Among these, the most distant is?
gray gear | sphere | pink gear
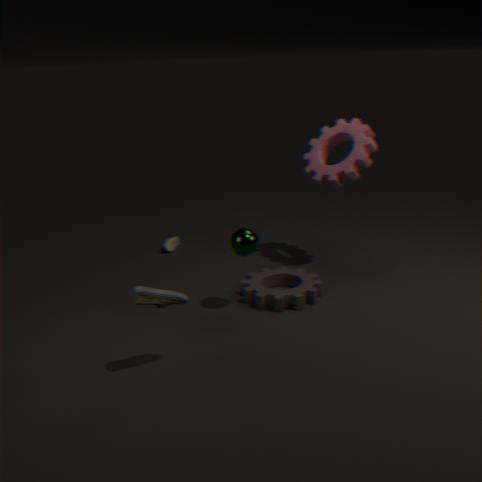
pink gear
